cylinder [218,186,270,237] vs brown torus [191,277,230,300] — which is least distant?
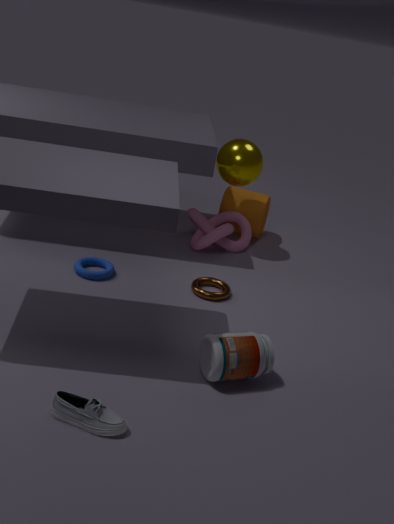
brown torus [191,277,230,300]
